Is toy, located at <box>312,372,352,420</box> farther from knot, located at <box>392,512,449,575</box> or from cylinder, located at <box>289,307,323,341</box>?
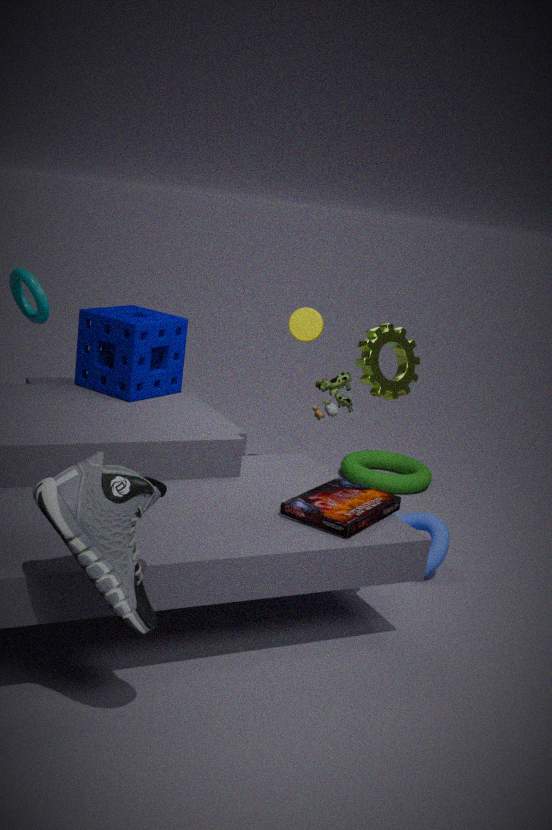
knot, located at <box>392,512,449,575</box>
